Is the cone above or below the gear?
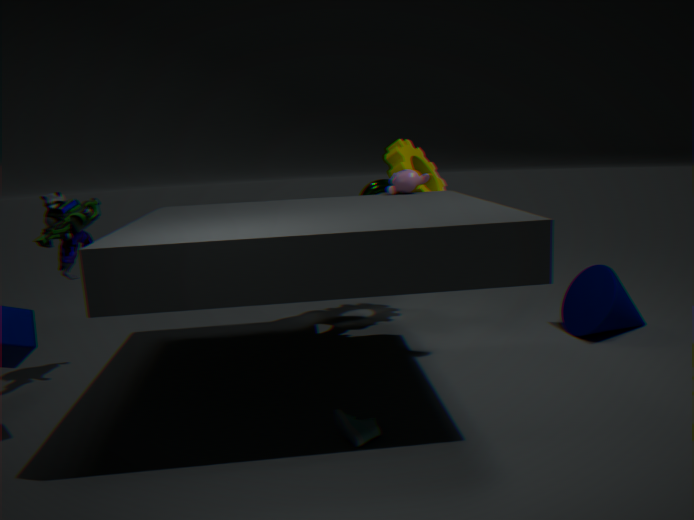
below
